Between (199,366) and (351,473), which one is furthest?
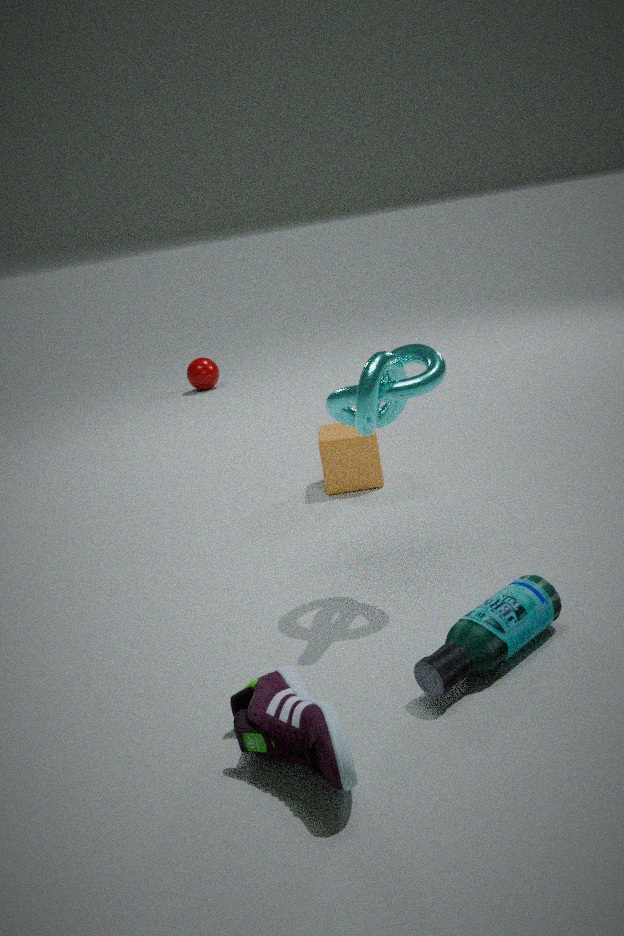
(199,366)
